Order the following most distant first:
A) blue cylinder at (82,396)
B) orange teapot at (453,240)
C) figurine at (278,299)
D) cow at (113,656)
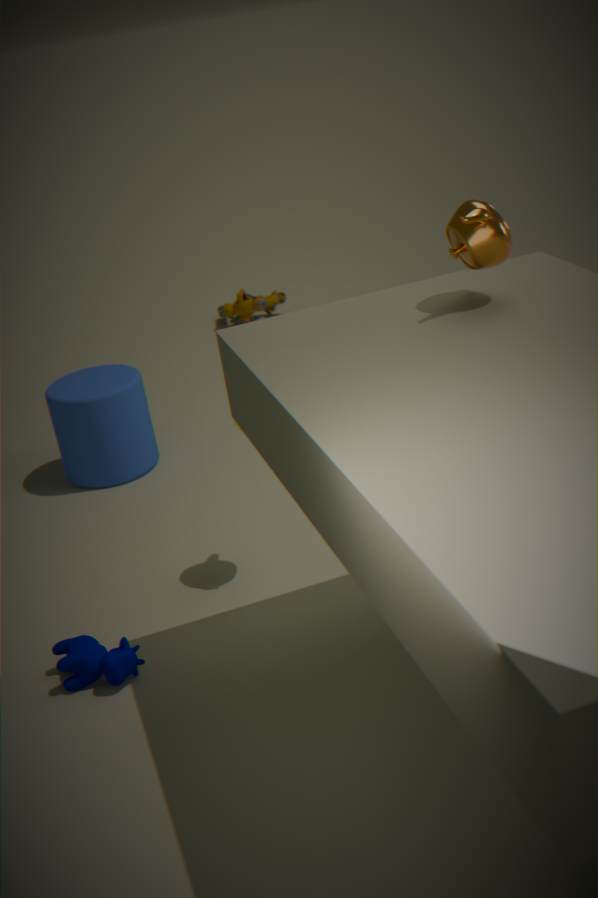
figurine at (278,299)
blue cylinder at (82,396)
cow at (113,656)
orange teapot at (453,240)
